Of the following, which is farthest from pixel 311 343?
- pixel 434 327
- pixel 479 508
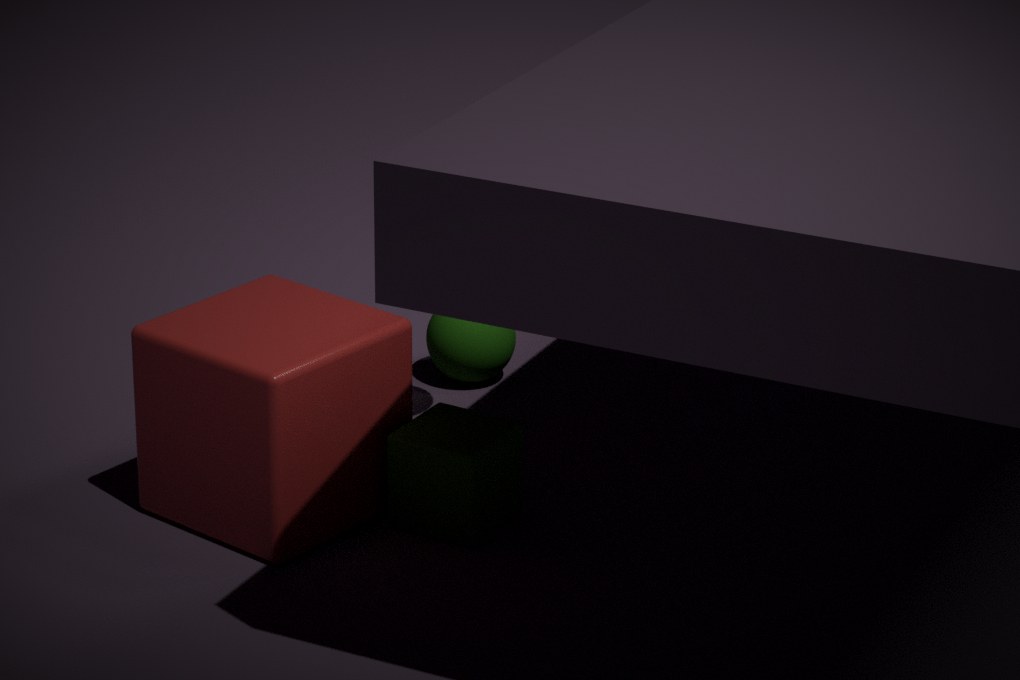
pixel 434 327
